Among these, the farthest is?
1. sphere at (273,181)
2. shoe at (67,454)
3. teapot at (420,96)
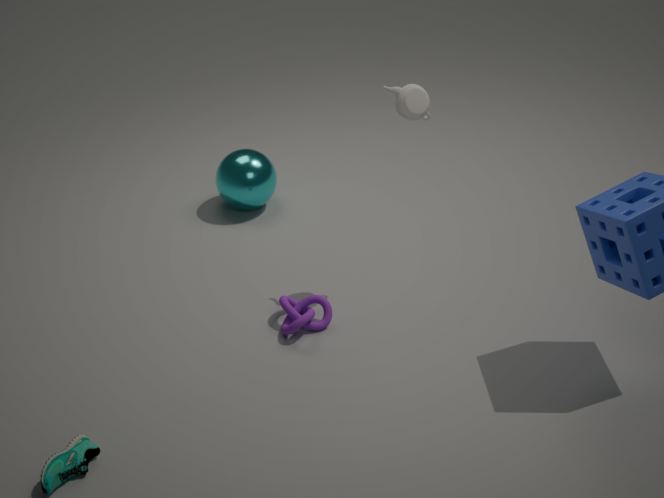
sphere at (273,181)
